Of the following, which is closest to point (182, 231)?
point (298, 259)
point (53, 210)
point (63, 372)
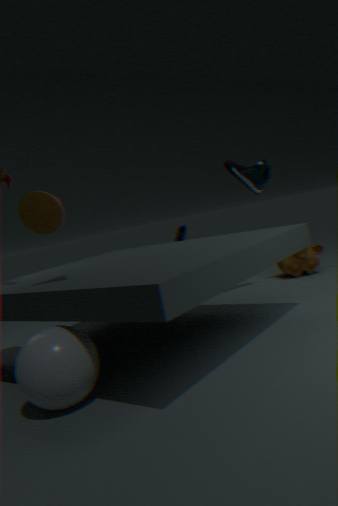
point (298, 259)
